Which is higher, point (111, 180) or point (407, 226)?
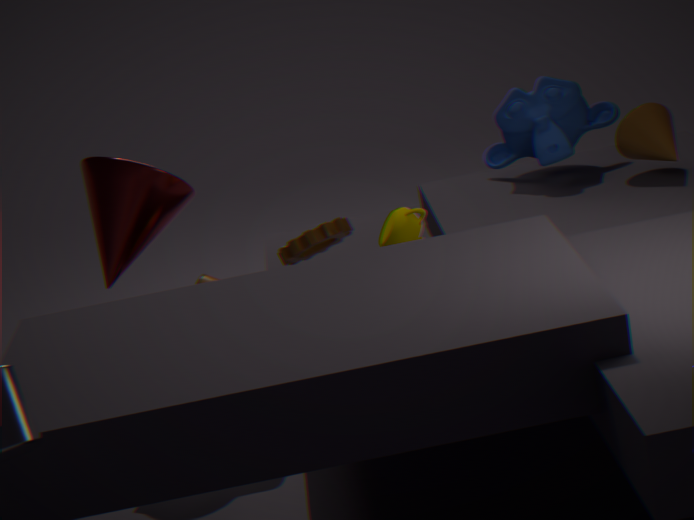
point (111, 180)
